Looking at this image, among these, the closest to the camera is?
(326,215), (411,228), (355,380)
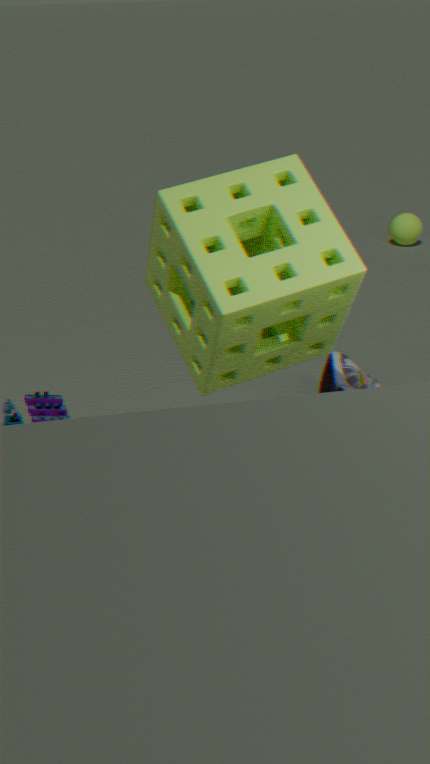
(326,215)
